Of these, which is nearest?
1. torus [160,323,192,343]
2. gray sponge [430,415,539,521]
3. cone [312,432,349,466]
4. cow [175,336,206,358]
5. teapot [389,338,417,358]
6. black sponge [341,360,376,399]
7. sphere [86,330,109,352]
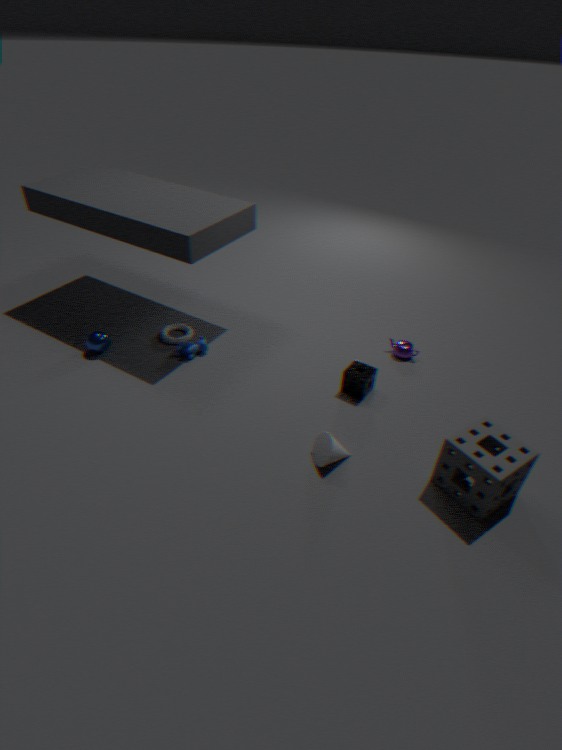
gray sponge [430,415,539,521]
